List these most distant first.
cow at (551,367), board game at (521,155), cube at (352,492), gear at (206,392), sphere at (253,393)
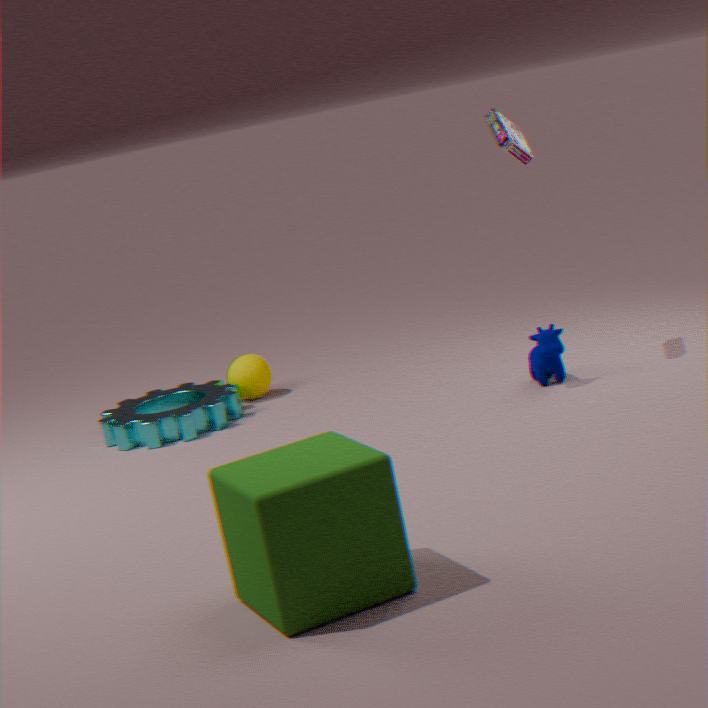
sphere at (253,393), gear at (206,392), board game at (521,155), cow at (551,367), cube at (352,492)
